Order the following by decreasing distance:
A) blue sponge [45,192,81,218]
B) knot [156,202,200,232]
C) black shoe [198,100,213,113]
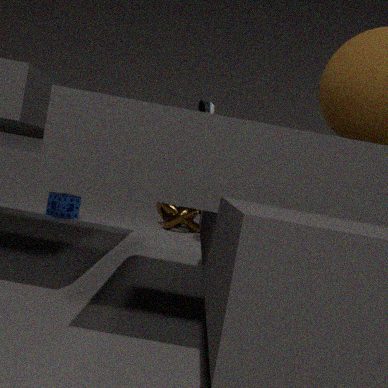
knot [156,202,200,232]
blue sponge [45,192,81,218]
black shoe [198,100,213,113]
